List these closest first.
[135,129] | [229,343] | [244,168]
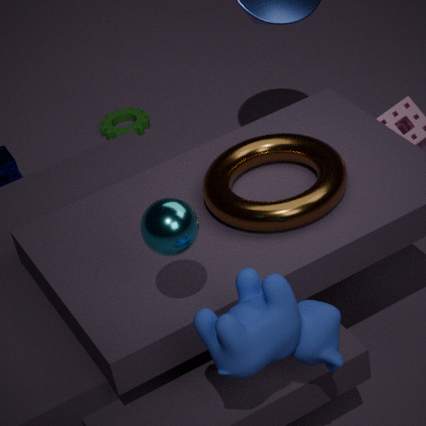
1. [229,343]
2. [244,168]
3. [135,129]
